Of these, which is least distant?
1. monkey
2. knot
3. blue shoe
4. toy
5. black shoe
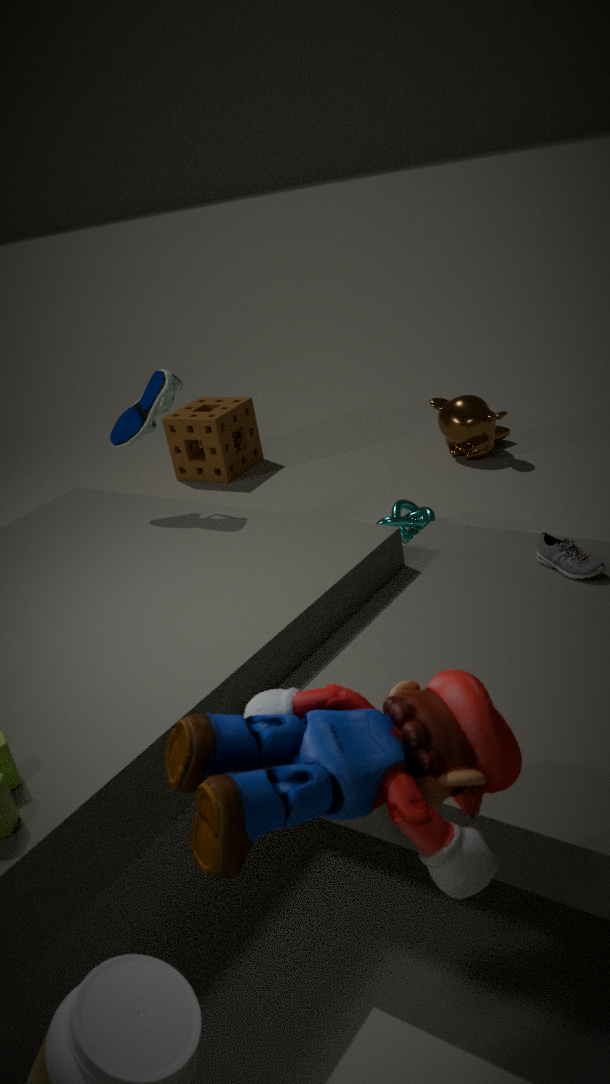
toy
